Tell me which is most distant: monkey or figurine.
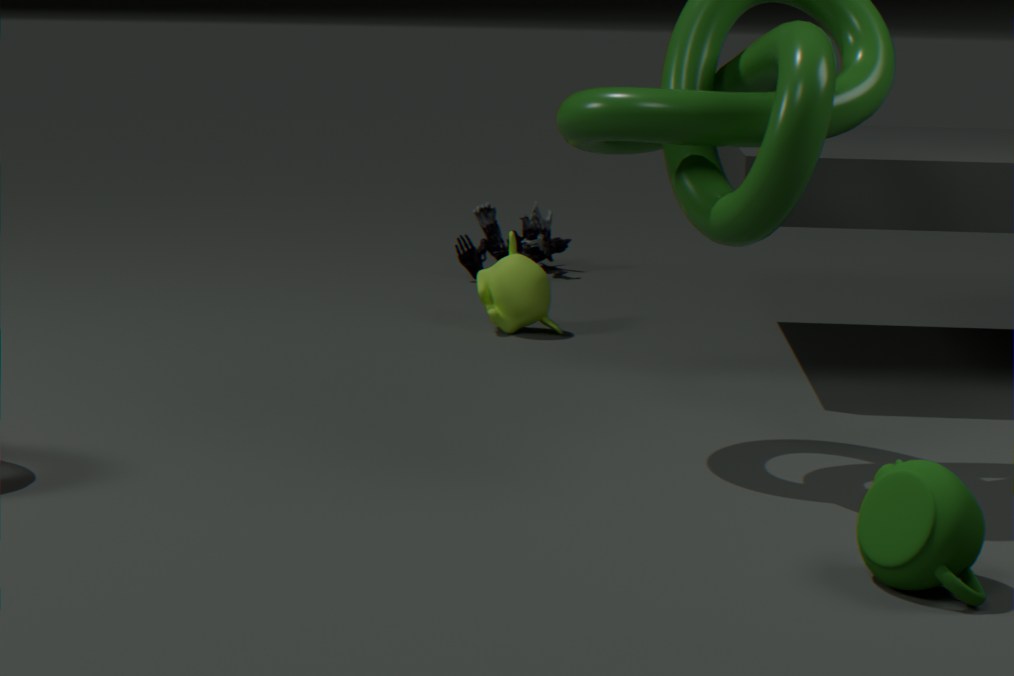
figurine
